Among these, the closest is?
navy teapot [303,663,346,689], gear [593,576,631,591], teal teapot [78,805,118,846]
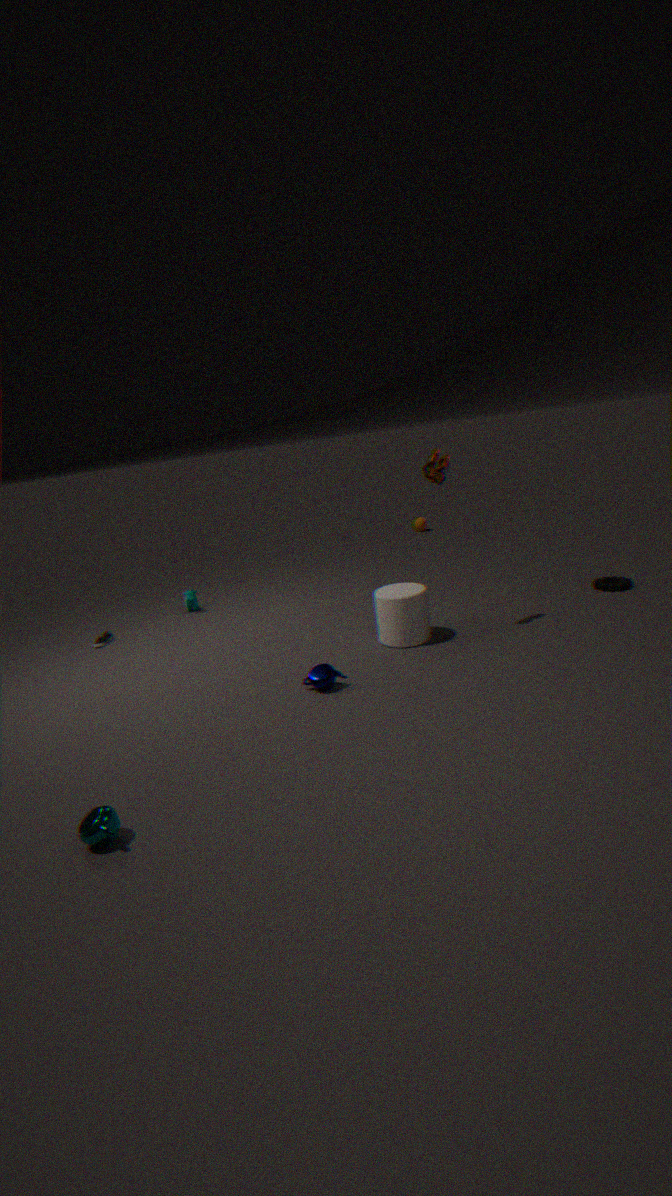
Answer: teal teapot [78,805,118,846]
